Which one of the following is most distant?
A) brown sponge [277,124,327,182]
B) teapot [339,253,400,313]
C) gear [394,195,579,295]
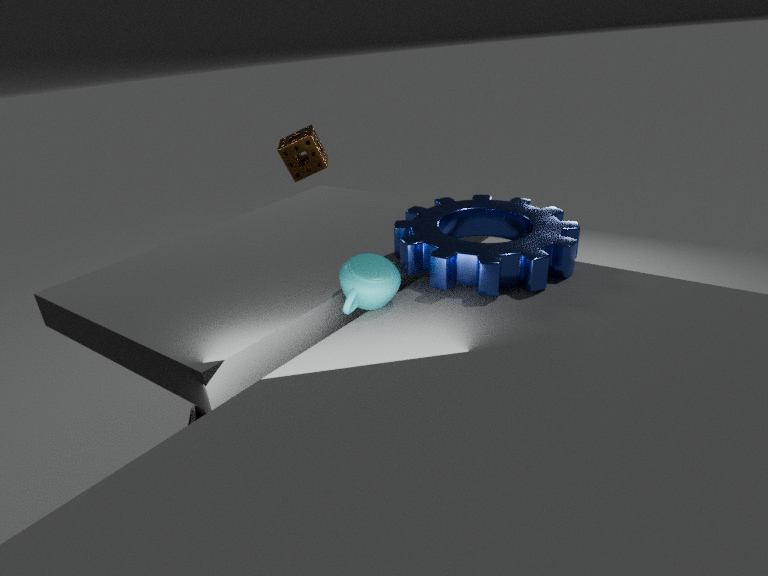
brown sponge [277,124,327,182]
